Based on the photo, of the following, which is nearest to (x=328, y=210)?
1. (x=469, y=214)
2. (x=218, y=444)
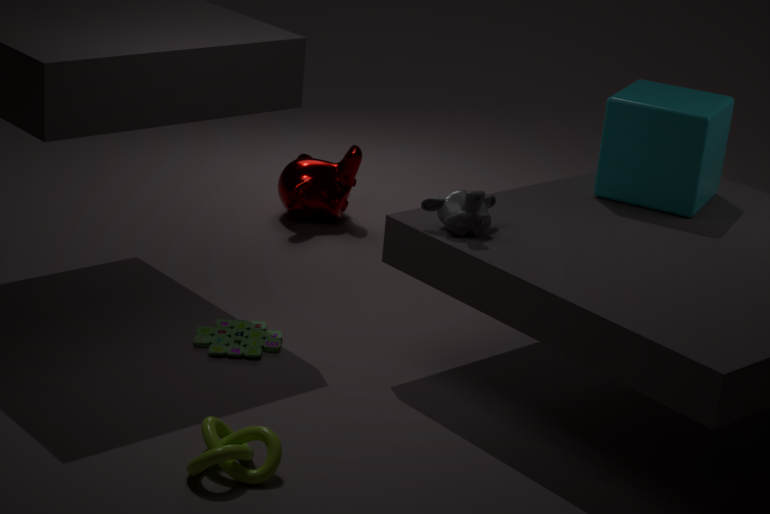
(x=469, y=214)
